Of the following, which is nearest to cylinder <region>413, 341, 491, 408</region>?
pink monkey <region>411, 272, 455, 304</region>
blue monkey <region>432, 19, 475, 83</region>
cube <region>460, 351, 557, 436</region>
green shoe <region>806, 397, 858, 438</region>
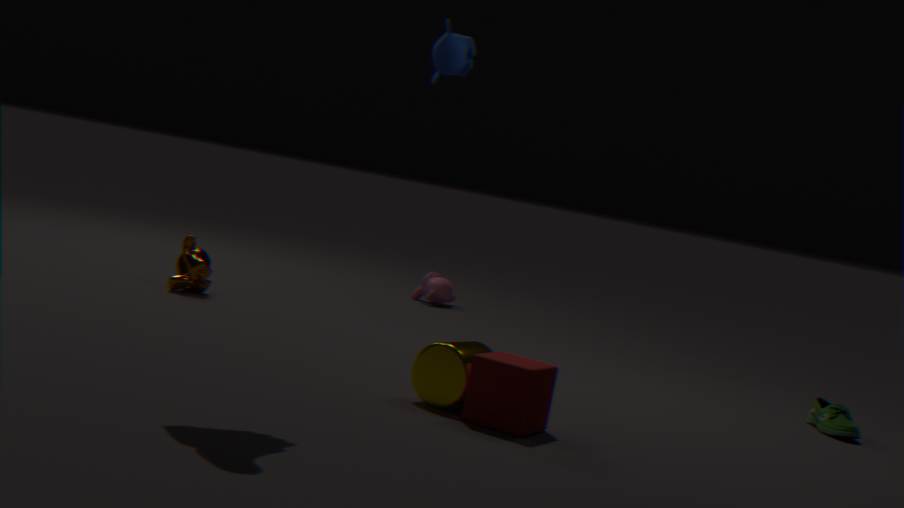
cube <region>460, 351, 557, 436</region>
